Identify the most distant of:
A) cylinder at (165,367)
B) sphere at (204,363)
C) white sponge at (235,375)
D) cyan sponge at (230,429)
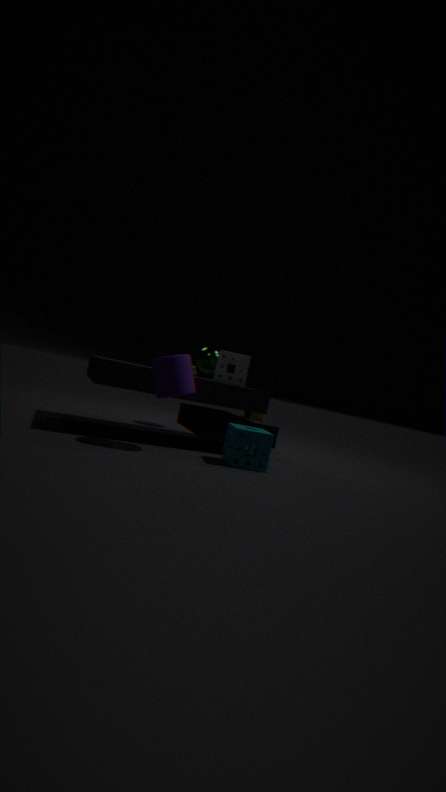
sphere at (204,363)
